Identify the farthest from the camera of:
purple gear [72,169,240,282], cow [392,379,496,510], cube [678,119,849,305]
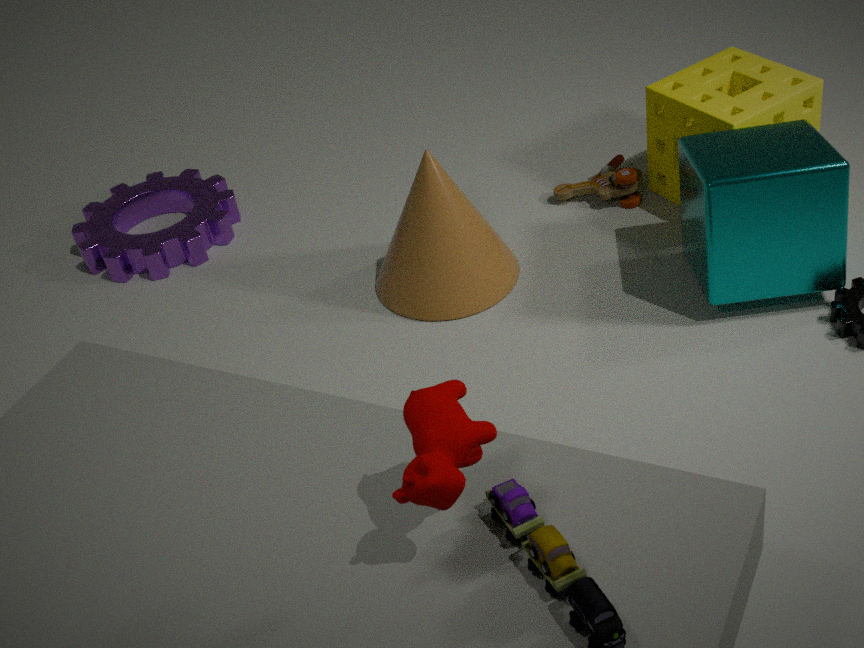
purple gear [72,169,240,282]
